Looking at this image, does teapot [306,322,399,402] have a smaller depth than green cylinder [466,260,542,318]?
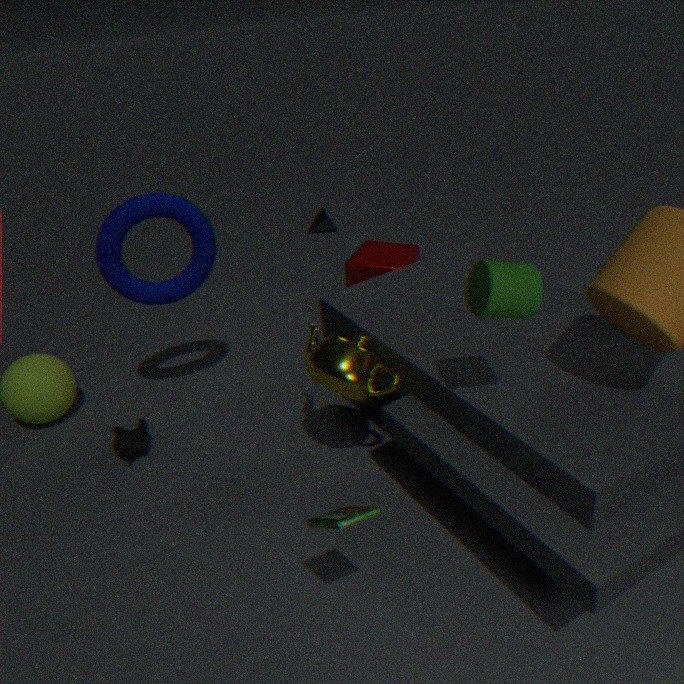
No
